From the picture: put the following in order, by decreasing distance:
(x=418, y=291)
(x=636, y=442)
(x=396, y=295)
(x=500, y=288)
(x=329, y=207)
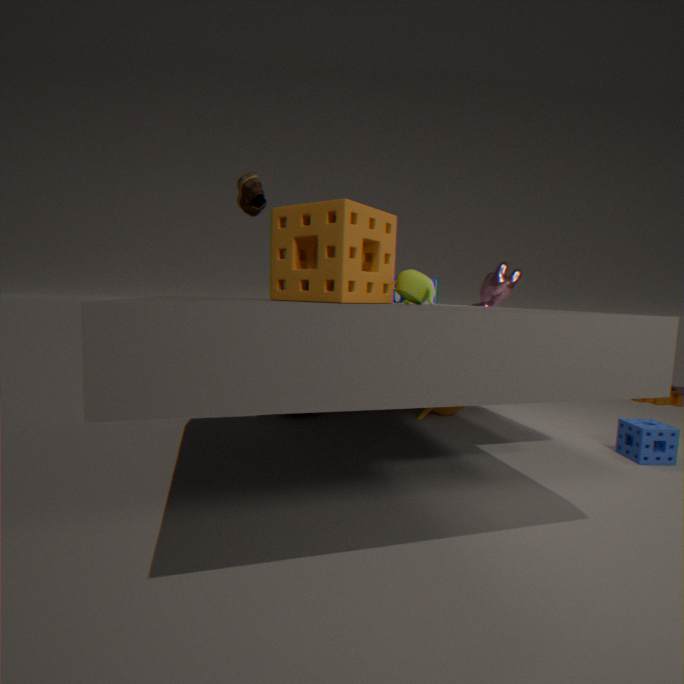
(x=500, y=288)
(x=396, y=295)
(x=636, y=442)
(x=418, y=291)
(x=329, y=207)
